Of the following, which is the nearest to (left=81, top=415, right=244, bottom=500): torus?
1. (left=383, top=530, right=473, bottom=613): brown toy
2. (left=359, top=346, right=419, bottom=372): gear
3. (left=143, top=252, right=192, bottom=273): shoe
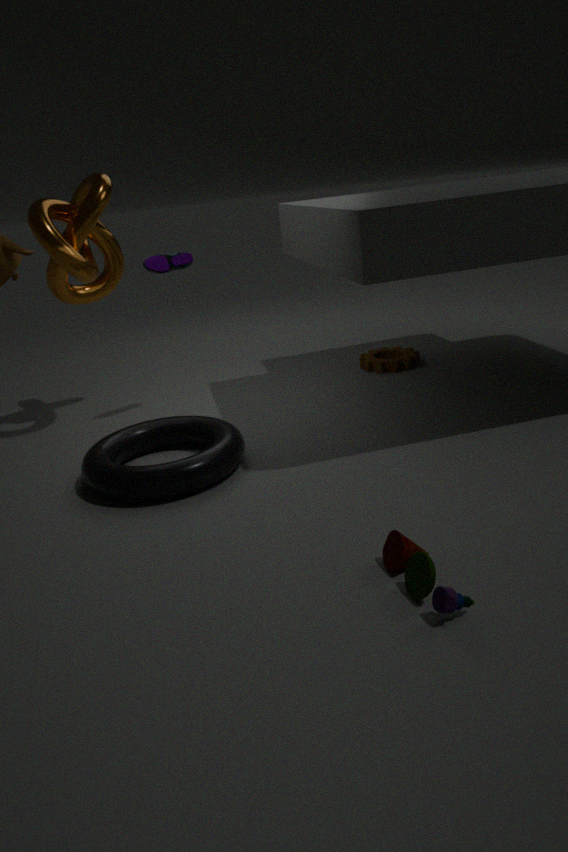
(left=143, top=252, right=192, bottom=273): shoe
